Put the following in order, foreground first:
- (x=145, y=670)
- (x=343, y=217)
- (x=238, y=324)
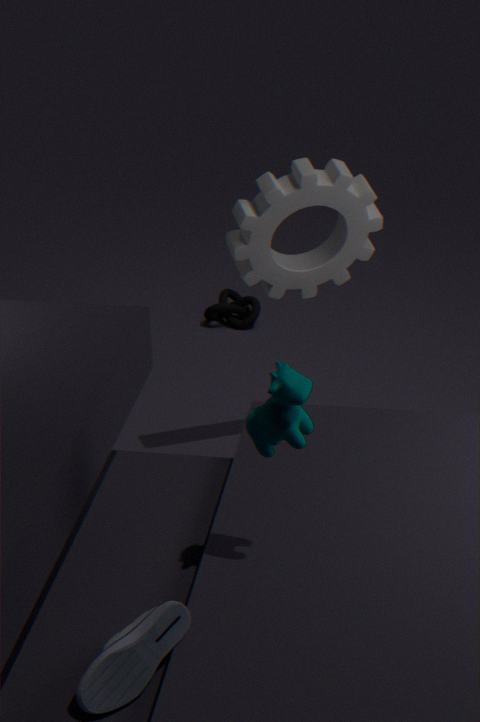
(x=145, y=670)
(x=343, y=217)
(x=238, y=324)
